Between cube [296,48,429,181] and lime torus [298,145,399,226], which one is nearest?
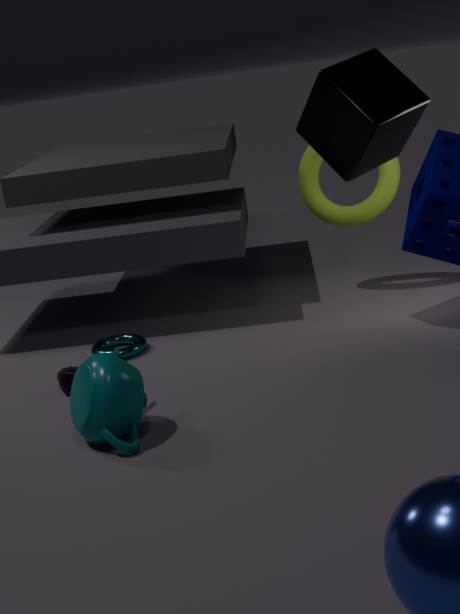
cube [296,48,429,181]
